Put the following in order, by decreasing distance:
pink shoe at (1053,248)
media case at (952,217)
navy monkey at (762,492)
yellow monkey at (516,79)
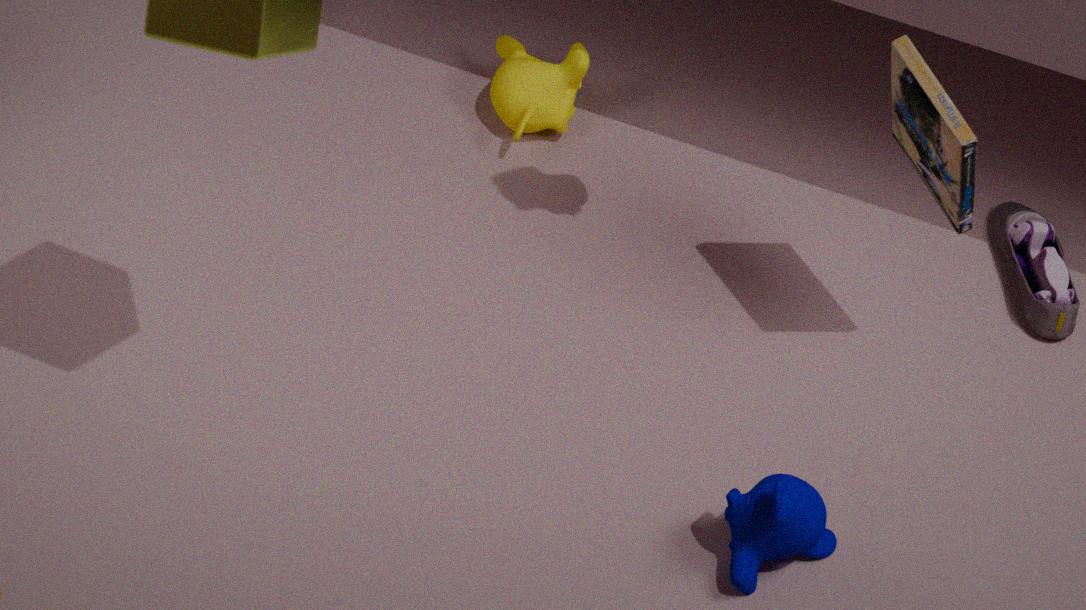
yellow monkey at (516,79)
pink shoe at (1053,248)
navy monkey at (762,492)
media case at (952,217)
